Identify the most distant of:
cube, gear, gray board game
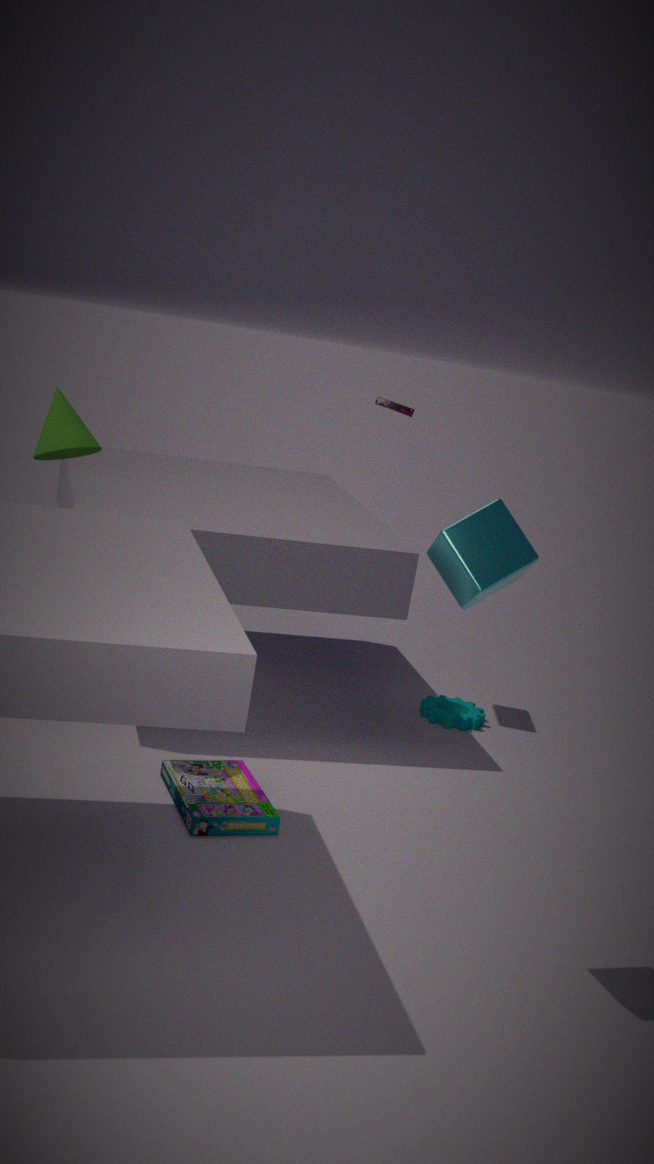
gear
